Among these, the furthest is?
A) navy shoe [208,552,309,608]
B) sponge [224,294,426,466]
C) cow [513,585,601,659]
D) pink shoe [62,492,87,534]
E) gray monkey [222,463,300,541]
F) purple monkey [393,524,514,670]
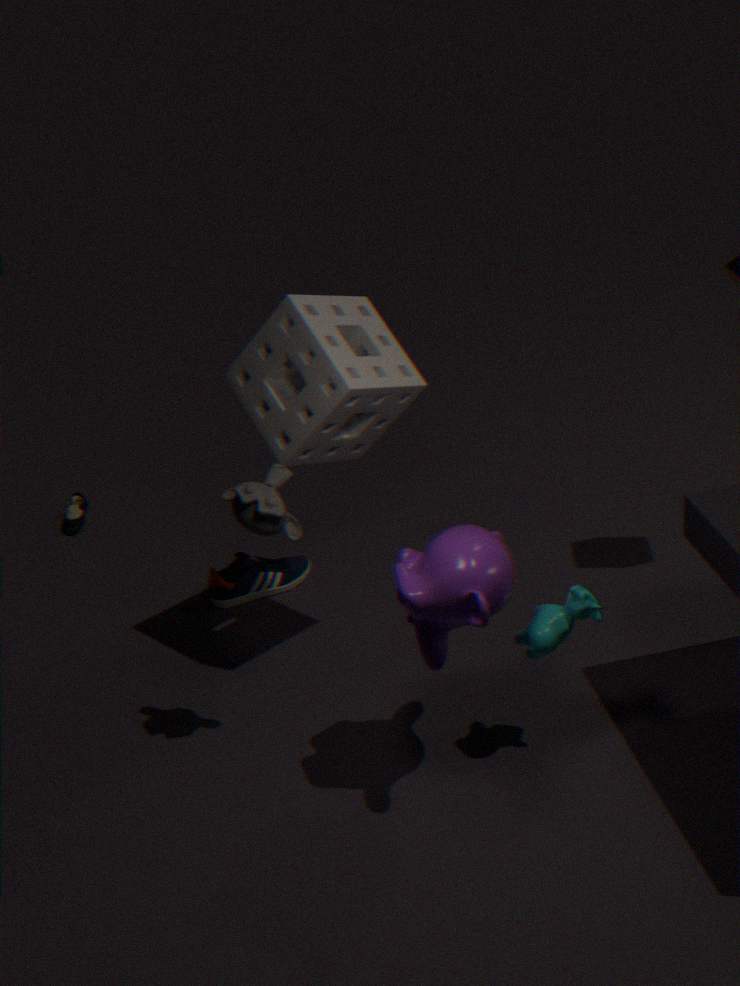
pink shoe [62,492,87,534]
